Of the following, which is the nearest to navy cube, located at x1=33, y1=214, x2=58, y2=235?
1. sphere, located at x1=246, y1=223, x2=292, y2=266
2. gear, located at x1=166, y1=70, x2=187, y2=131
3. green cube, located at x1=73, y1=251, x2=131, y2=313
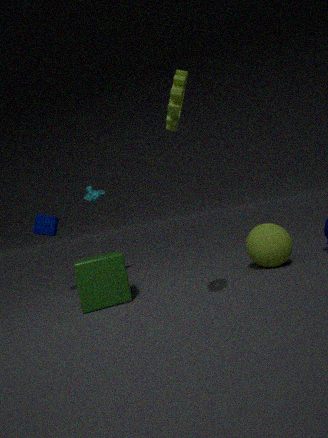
green cube, located at x1=73, y1=251, x2=131, y2=313
